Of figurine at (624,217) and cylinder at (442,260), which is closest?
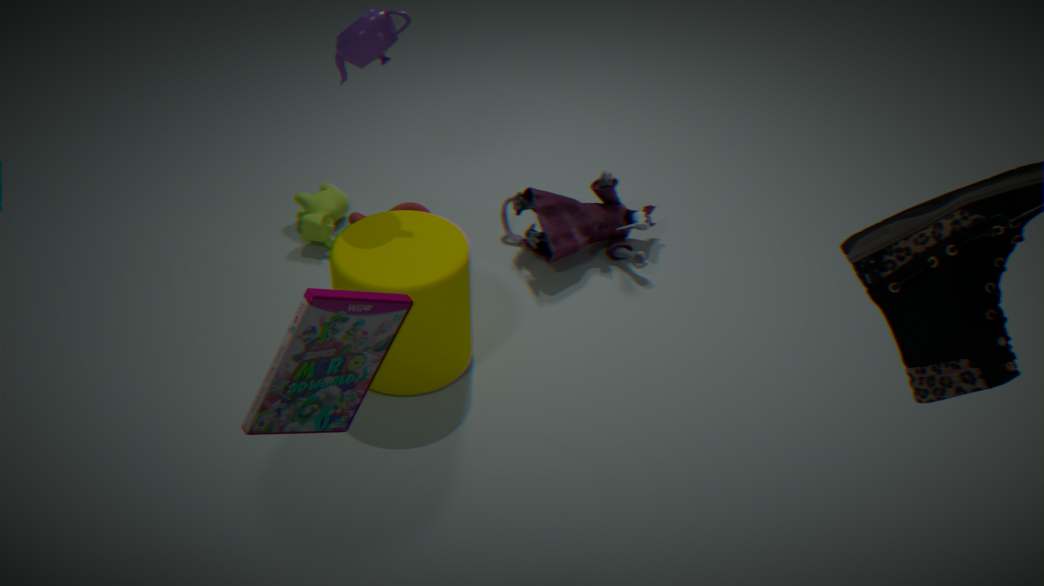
cylinder at (442,260)
